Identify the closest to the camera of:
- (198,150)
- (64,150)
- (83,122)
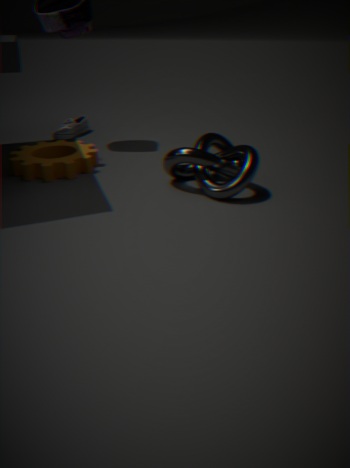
(198,150)
